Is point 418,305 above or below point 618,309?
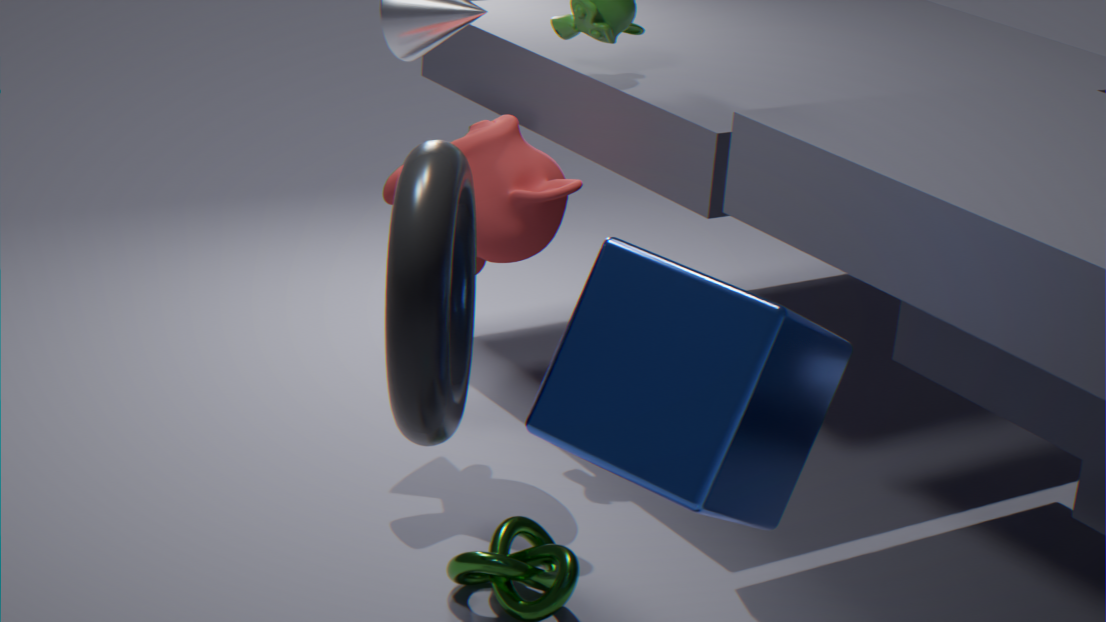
above
